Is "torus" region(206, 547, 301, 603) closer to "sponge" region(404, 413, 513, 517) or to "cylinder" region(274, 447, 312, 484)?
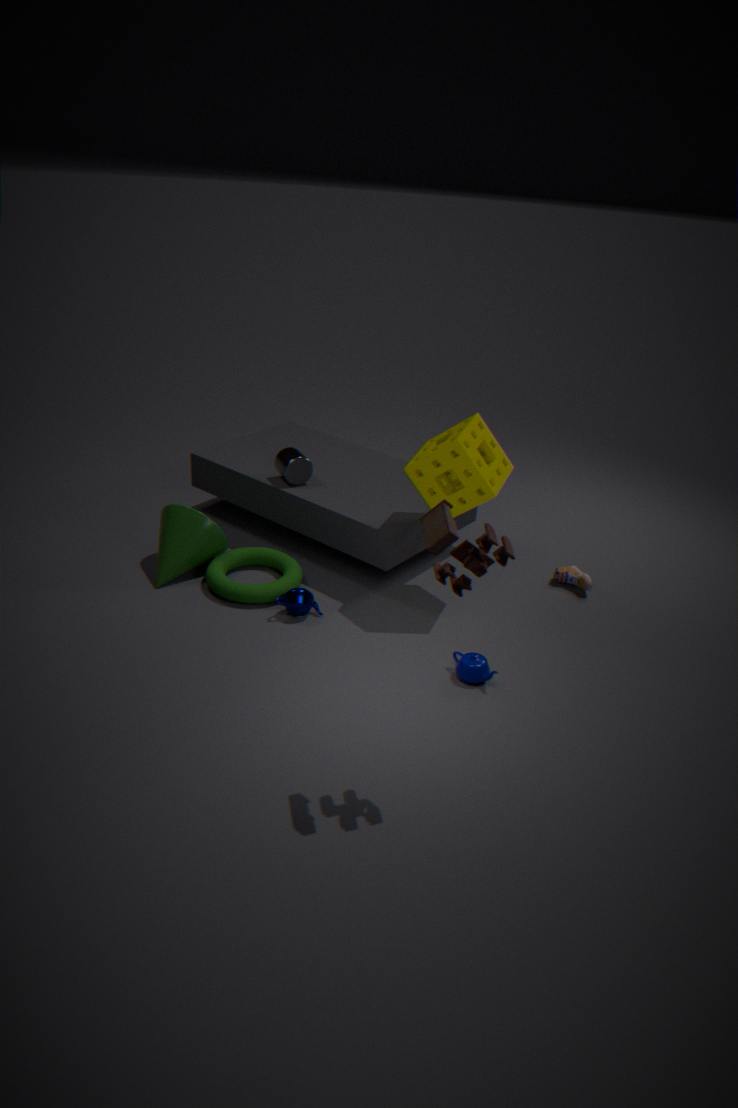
"cylinder" region(274, 447, 312, 484)
